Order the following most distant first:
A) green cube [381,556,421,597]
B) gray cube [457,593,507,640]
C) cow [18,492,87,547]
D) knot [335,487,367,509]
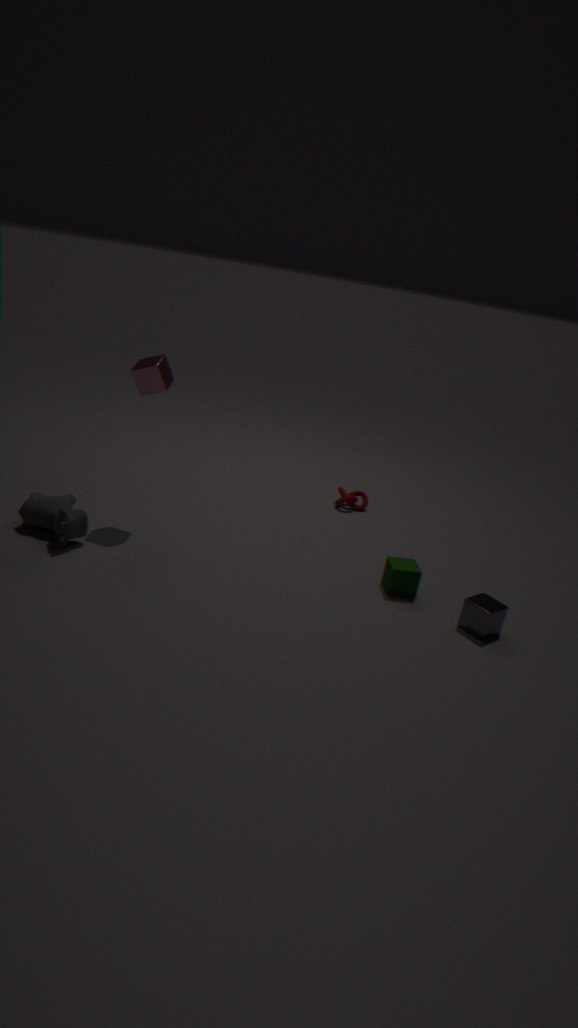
knot [335,487,367,509] < green cube [381,556,421,597] < cow [18,492,87,547] < gray cube [457,593,507,640]
